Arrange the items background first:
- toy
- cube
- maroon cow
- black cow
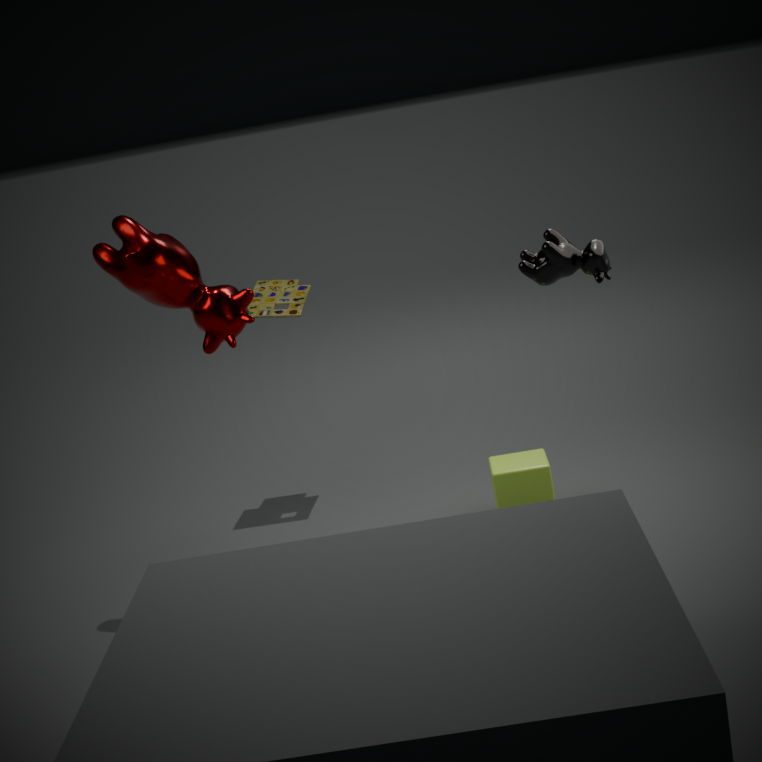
toy, cube, maroon cow, black cow
